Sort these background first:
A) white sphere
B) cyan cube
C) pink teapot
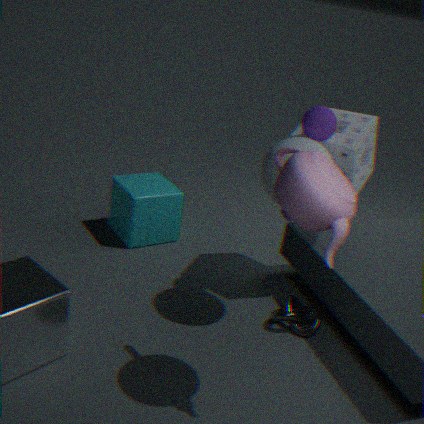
cyan cube → white sphere → pink teapot
